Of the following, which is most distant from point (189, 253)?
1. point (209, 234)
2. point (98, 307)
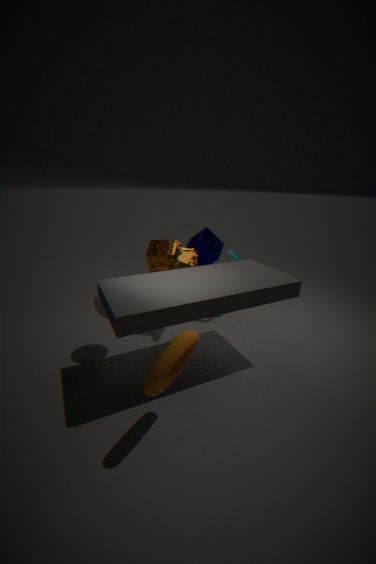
point (98, 307)
